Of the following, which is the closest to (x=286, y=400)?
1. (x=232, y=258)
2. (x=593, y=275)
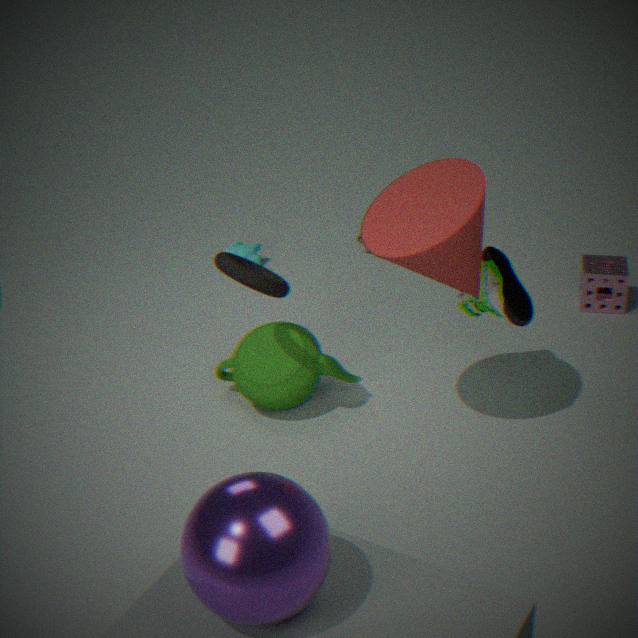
(x=232, y=258)
